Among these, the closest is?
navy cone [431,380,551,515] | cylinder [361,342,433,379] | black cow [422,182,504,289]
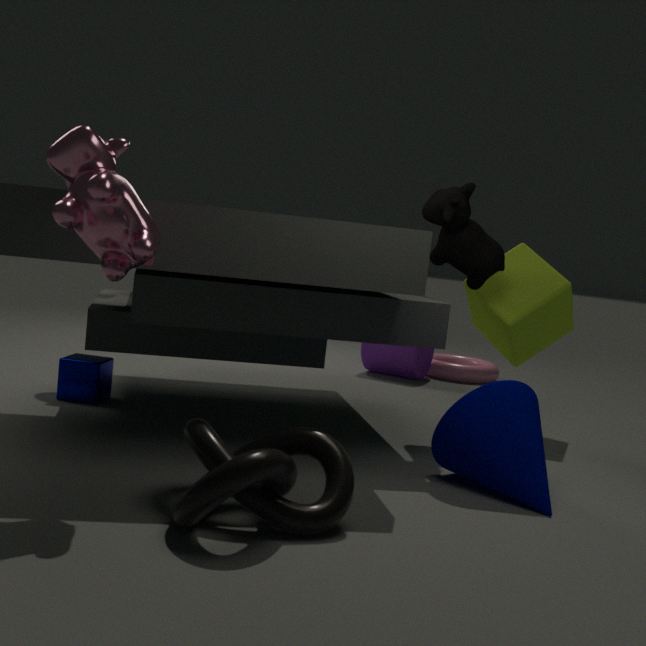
navy cone [431,380,551,515]
